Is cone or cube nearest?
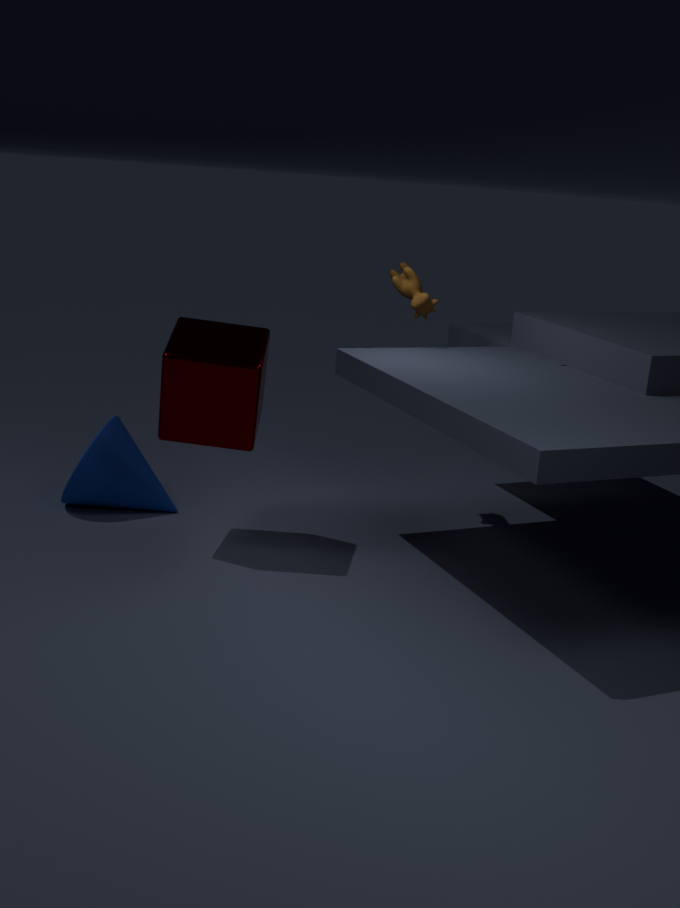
cube
